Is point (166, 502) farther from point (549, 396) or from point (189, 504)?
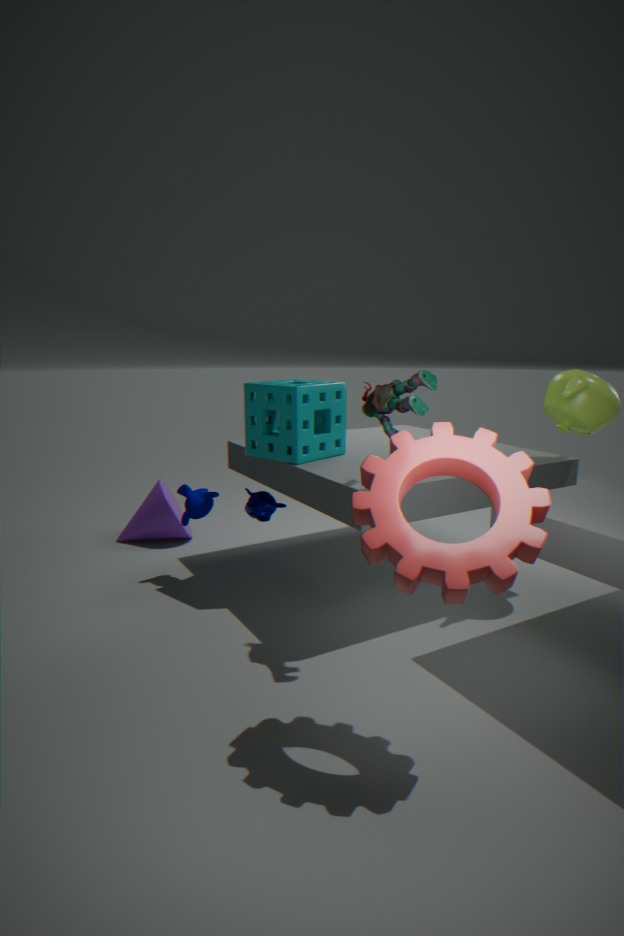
point (549, 396)
